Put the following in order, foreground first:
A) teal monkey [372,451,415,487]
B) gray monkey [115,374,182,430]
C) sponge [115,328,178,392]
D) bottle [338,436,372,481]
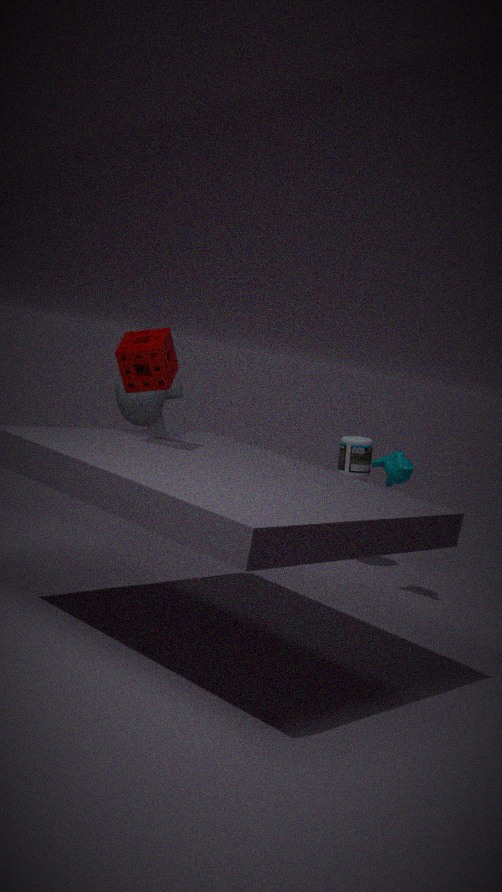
sponge [115,328,178,392]
teal monkey [372,451,415,487]
gray monkey [115,374,182,430]
bottle [338,436,372,481]
